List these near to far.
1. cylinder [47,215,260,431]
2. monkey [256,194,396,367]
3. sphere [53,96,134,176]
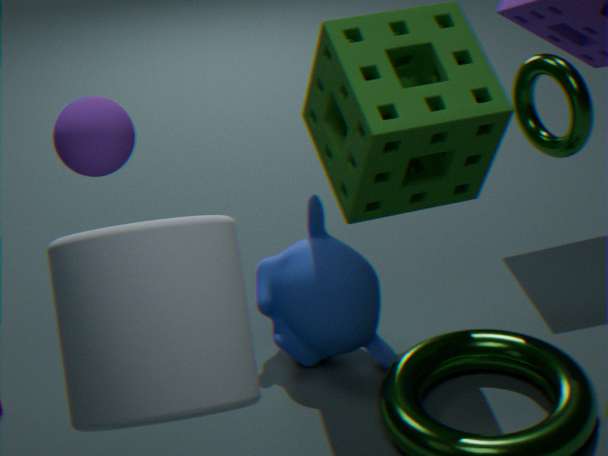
1. cylinder [47,215,260,431]
2. sphere [53,96,134,176]
3. monkey [256,194,396,367]
